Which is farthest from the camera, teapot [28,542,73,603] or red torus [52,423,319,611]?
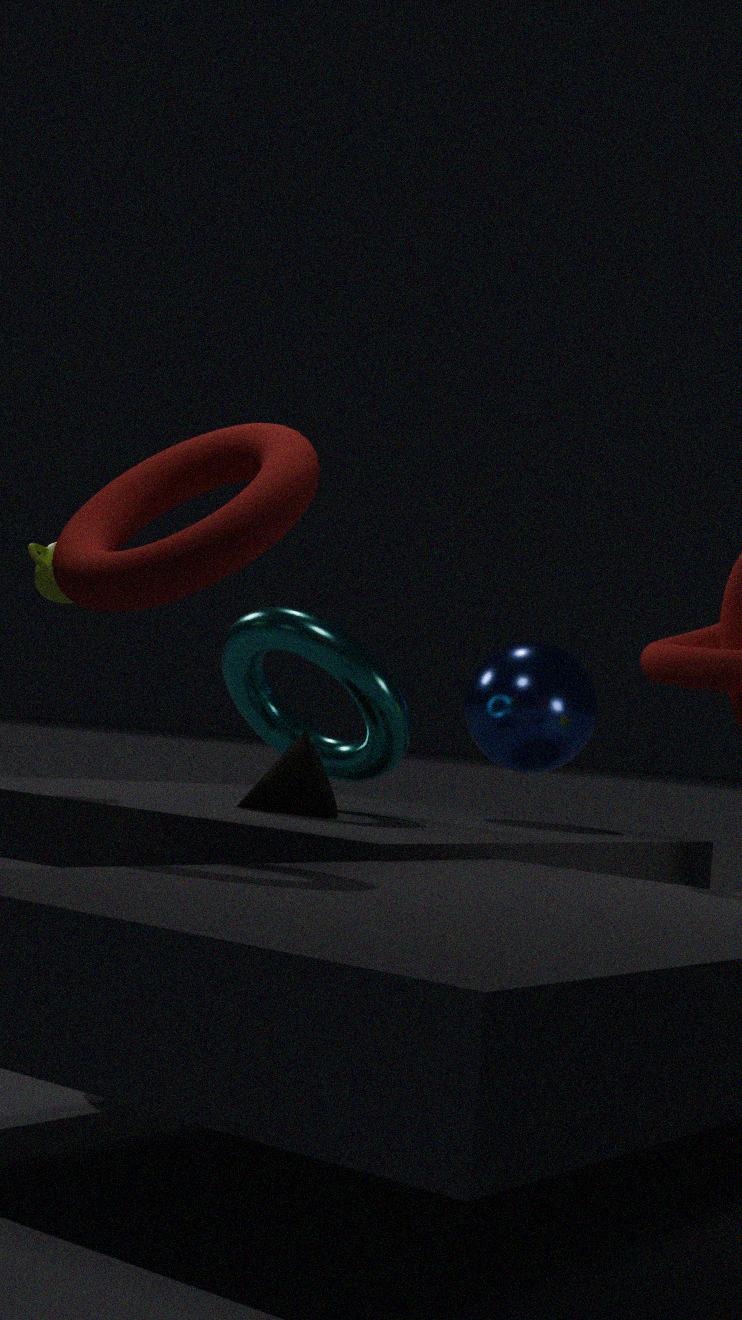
teapot [28,542,73,603]
